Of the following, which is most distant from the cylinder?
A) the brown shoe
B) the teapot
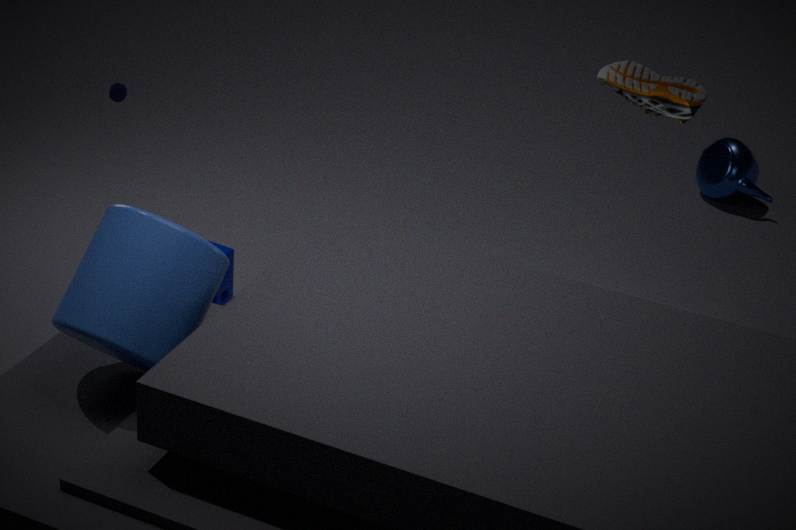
the teapot
